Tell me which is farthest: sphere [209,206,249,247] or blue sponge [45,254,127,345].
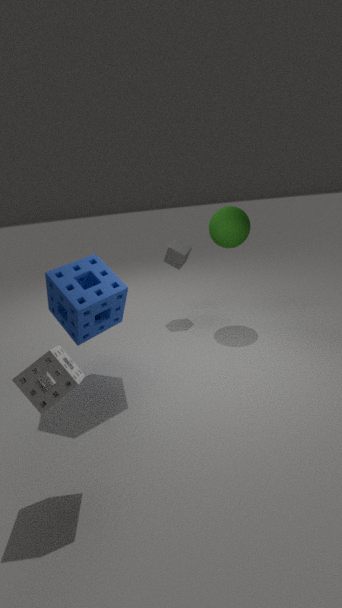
sphere [209,206,249,247]
